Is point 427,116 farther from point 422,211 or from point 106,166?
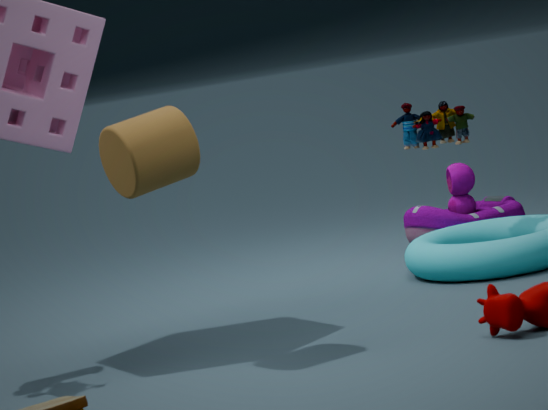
point 106,166
